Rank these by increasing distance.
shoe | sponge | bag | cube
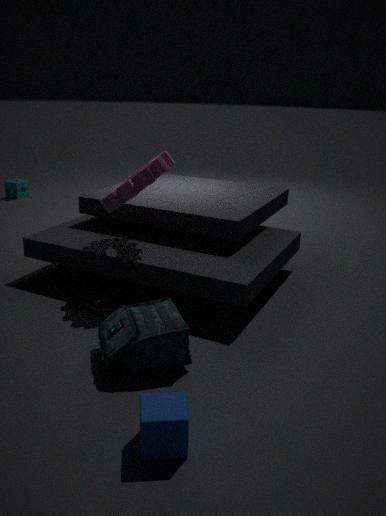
cube < bag < shoe < sponge
